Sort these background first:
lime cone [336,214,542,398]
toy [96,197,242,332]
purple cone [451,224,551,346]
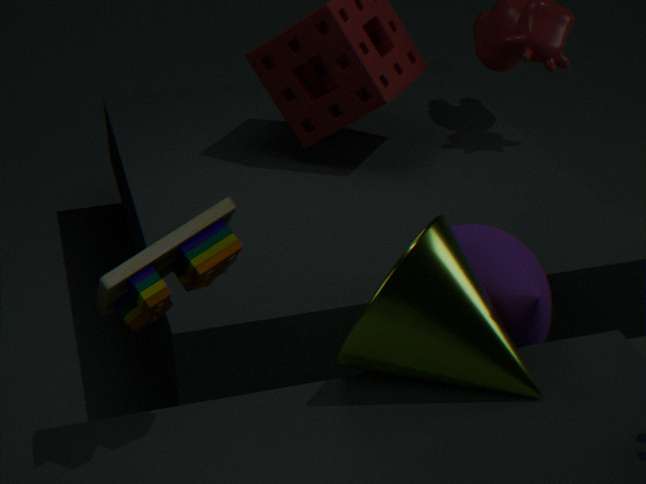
purple cone [451,224,551,346] < lime cone [336,214,542,398] < toy [96,197,242,332]
